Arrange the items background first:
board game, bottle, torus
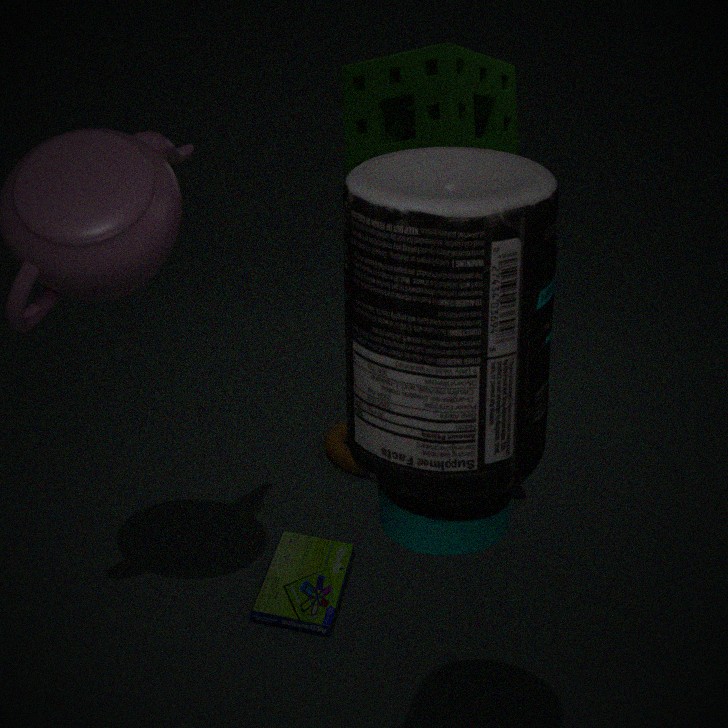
1. torus
2. board game
3. bottle
